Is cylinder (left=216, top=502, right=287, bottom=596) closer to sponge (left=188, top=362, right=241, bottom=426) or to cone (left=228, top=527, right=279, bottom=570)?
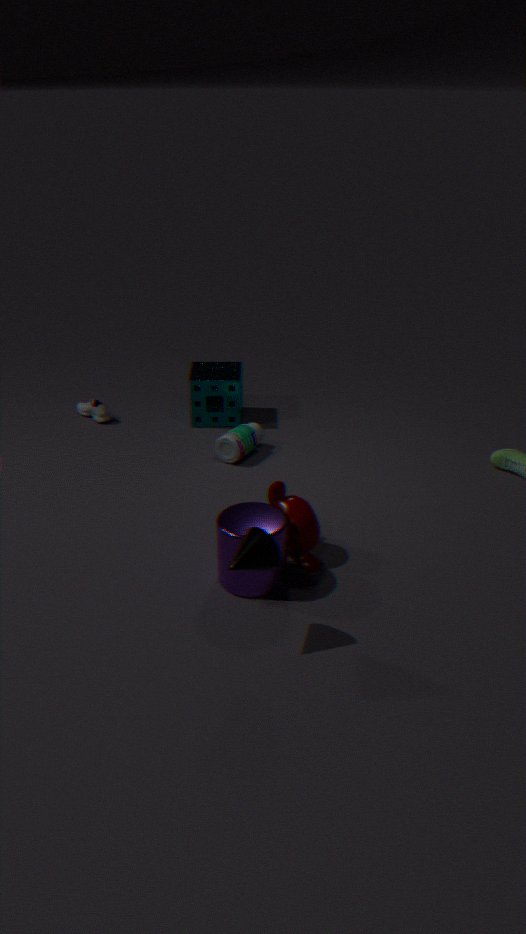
cone (left=228, top=527, right=279, bottom=570)
